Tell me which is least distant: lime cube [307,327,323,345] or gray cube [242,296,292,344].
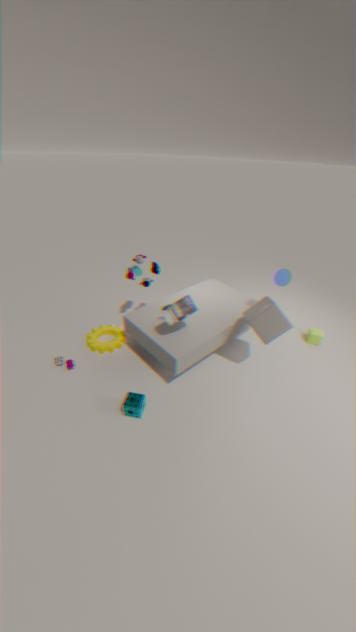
gray cube [242,296,292,344]
